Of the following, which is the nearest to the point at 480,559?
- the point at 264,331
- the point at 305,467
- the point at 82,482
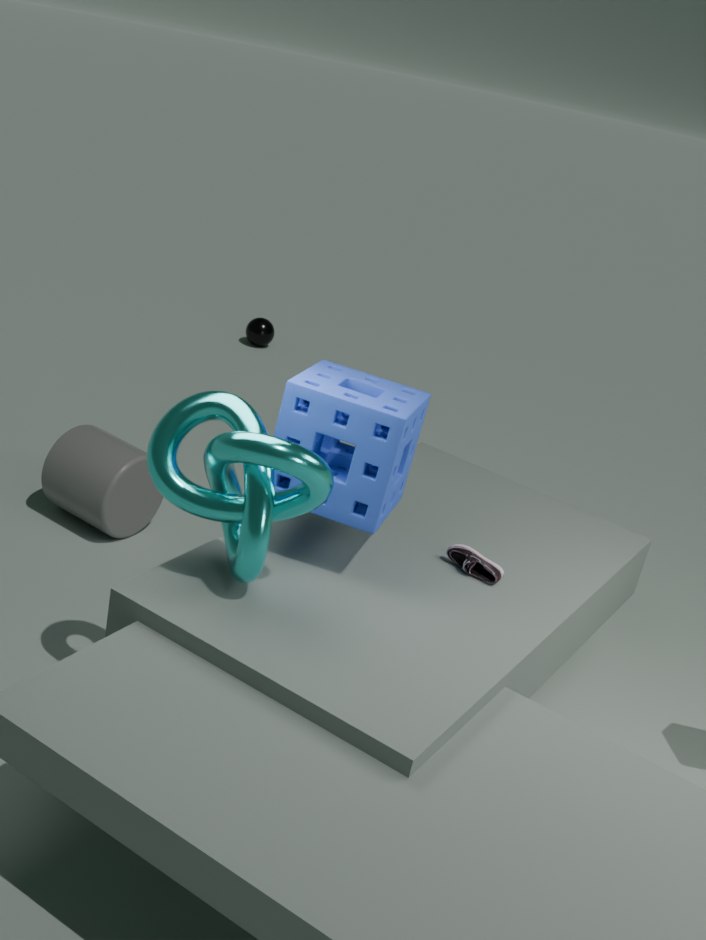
the point at 305,467
